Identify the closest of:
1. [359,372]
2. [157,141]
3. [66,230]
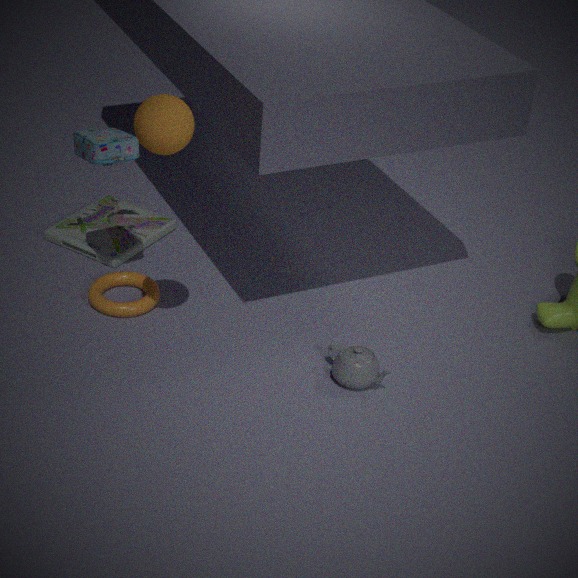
[157,141]
